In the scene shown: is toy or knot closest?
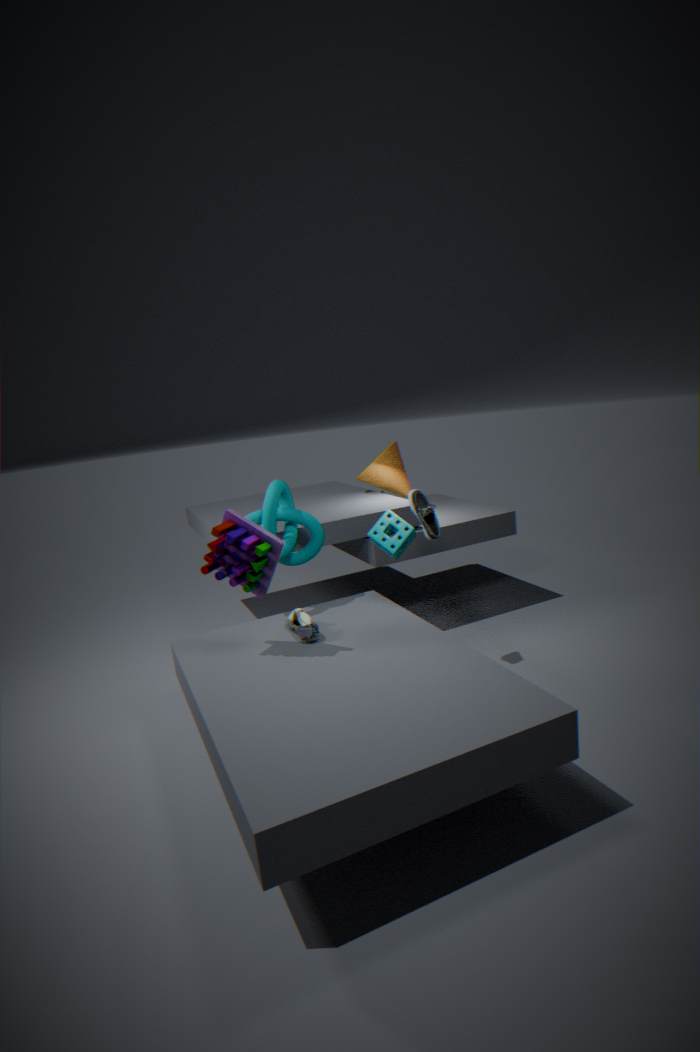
toy
